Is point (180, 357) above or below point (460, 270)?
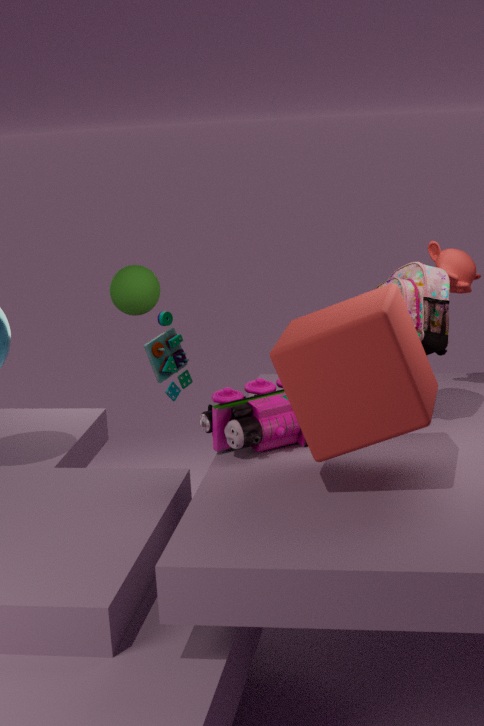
below
